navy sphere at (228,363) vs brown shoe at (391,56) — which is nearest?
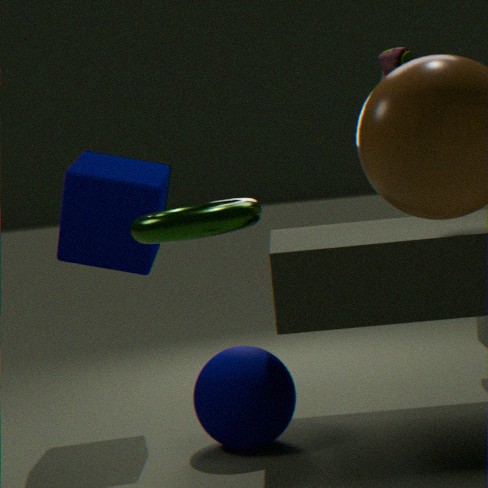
brown shoe at (391,56)
